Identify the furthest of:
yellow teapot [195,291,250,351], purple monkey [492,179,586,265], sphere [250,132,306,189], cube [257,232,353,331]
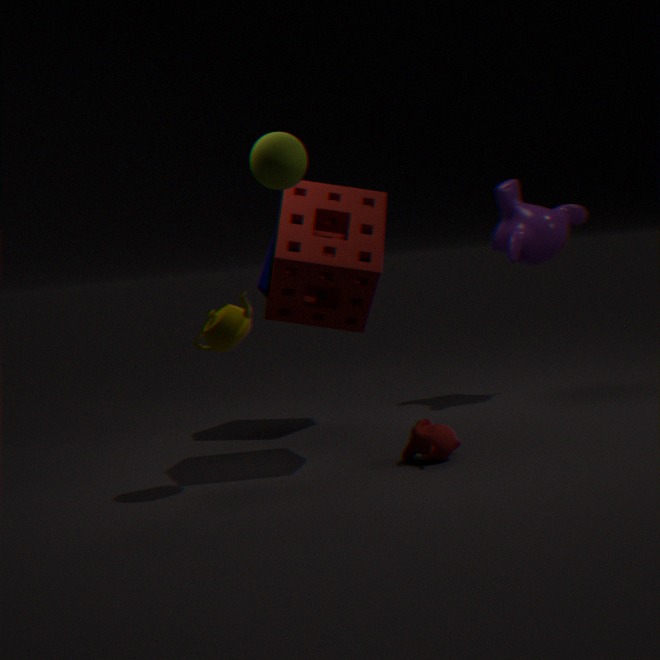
purple monkey [492,179,586,265]
